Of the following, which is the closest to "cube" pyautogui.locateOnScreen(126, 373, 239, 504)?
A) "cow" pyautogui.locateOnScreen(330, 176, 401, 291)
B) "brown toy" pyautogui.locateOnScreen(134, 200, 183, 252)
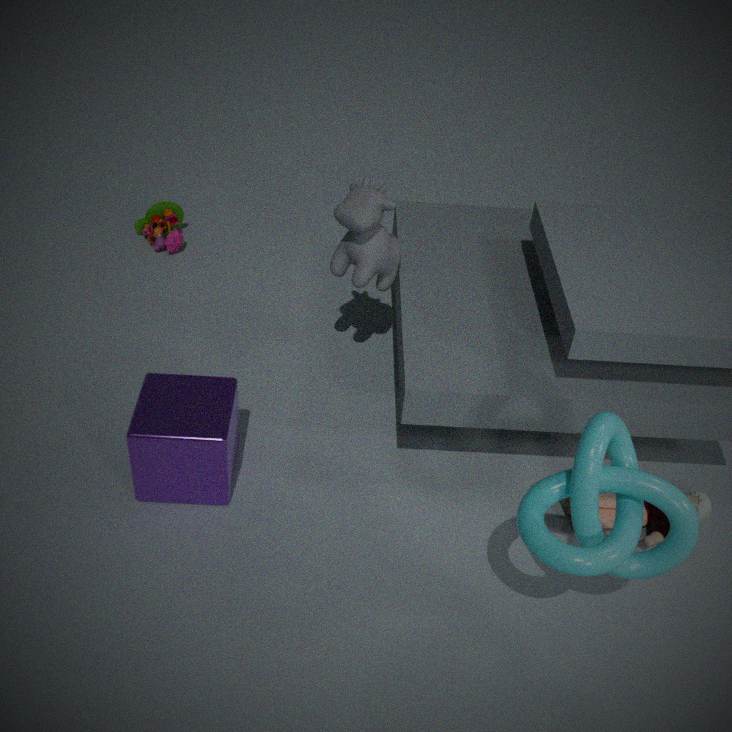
"cow" pyautogui.locateOnScreen(330, 176, 401, 291)
